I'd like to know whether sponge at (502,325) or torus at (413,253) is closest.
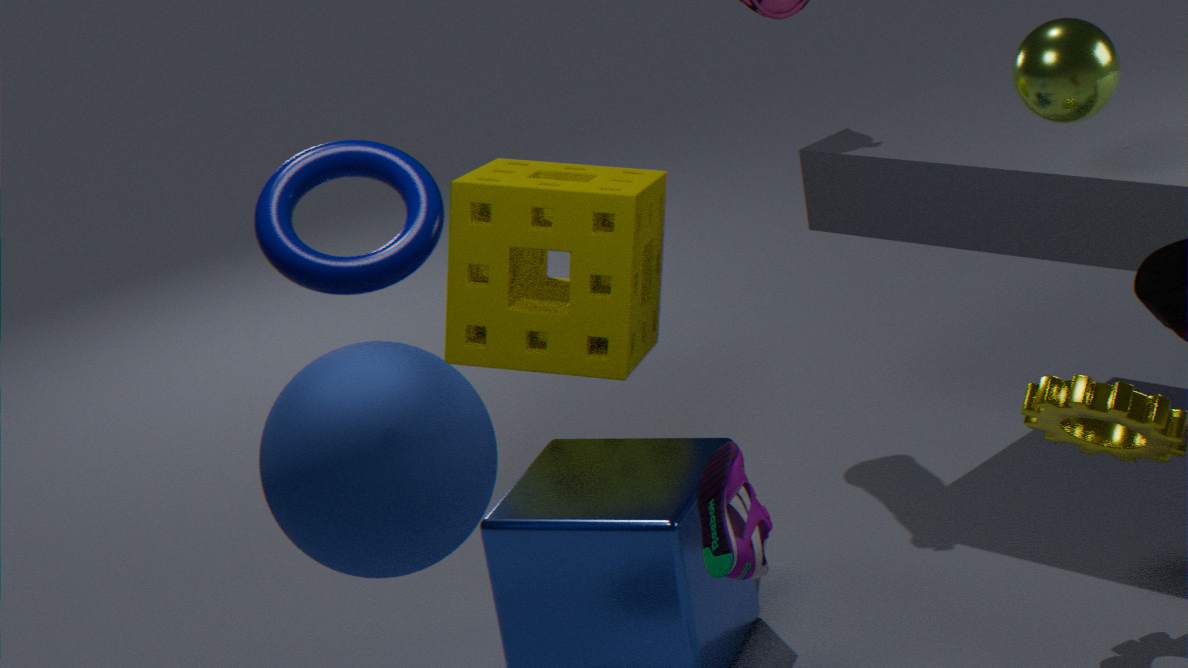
torus at (413,253)
